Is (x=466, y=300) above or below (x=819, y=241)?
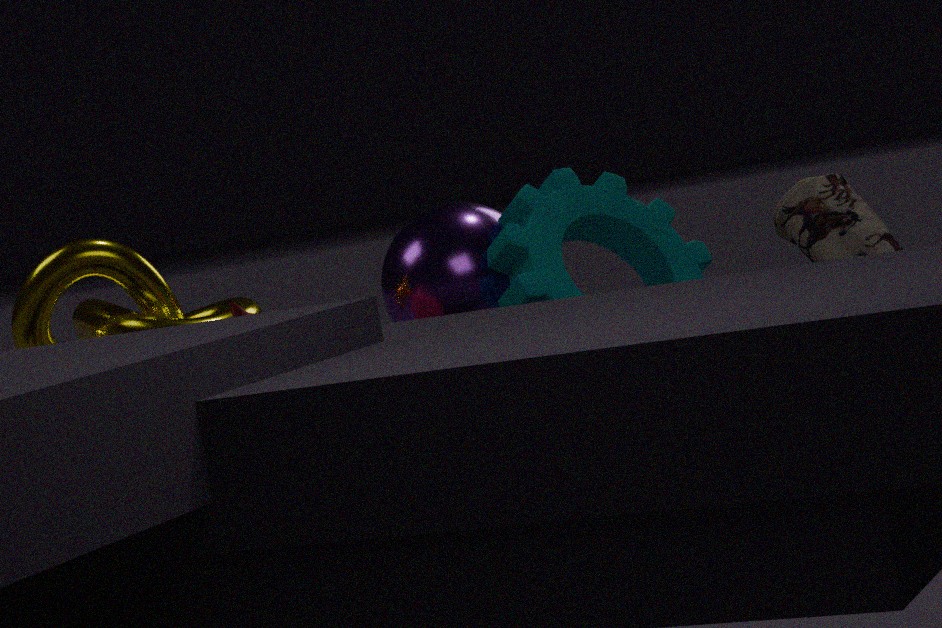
above
